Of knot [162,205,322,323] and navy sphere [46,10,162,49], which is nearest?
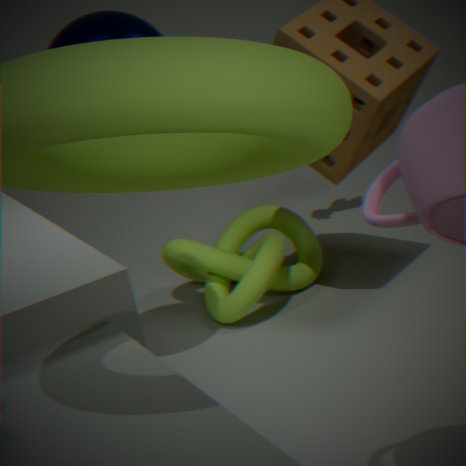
navy sphere [46,10,162,49]
